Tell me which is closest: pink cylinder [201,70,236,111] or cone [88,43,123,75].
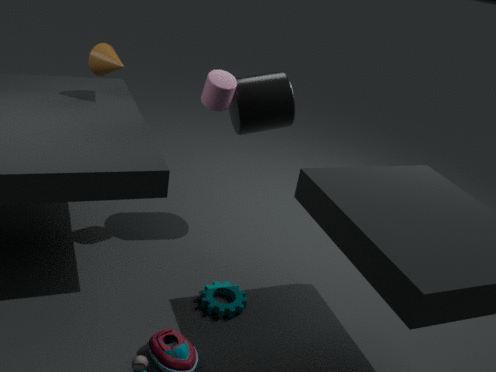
pink cylinder [201,70,236,111]
